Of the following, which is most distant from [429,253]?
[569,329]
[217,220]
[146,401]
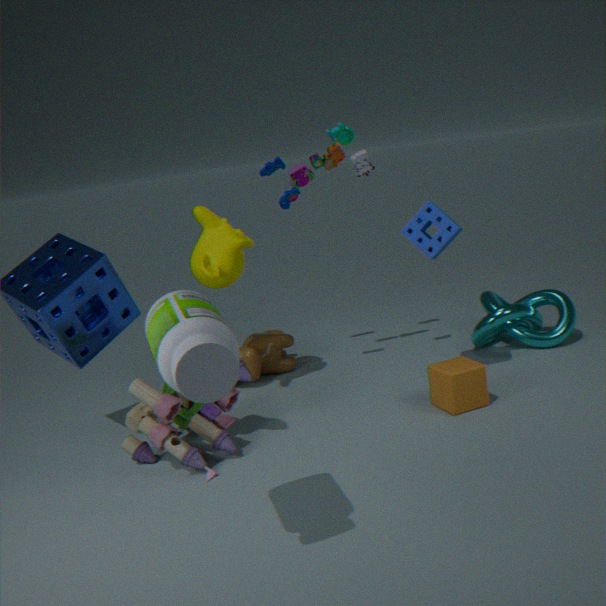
[146,401]
